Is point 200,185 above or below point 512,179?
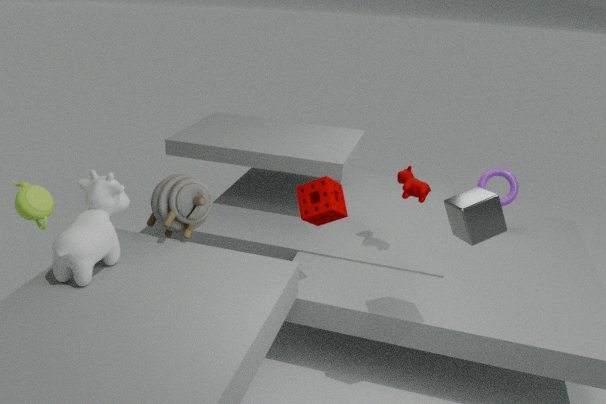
above
